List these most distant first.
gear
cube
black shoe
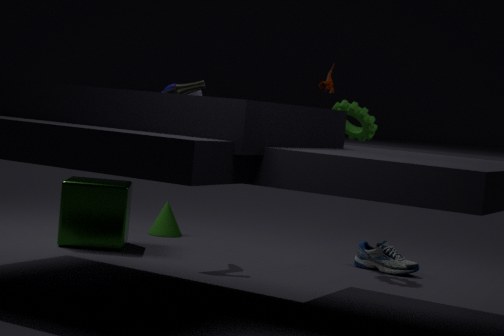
gear < cube < black shoe
